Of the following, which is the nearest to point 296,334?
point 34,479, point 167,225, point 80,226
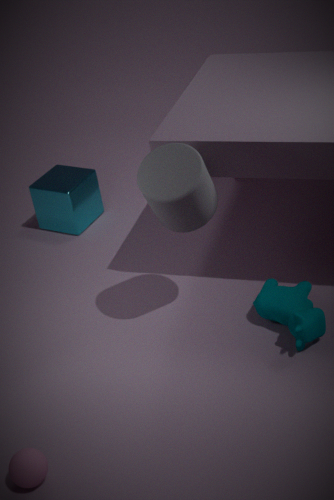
point 167,225
